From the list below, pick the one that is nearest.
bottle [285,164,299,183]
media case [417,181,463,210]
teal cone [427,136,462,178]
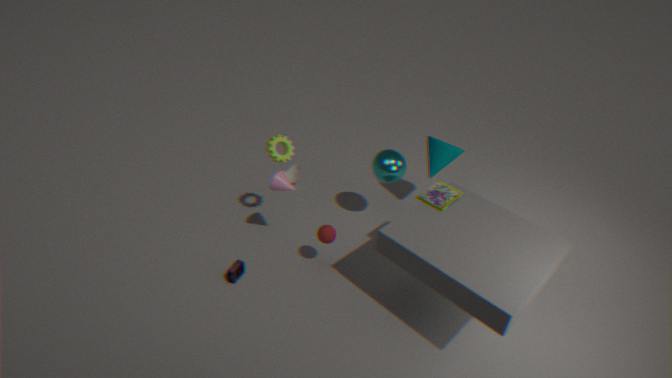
media case [417,181,463,210]
